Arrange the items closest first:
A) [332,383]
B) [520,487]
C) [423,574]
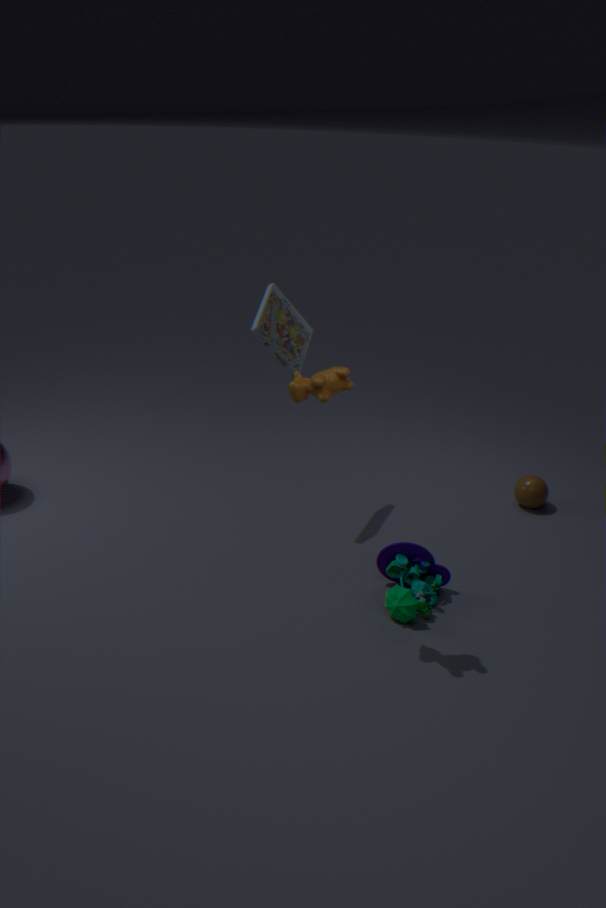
1. [332,383]
2. [423,574]
3. [520,487]
